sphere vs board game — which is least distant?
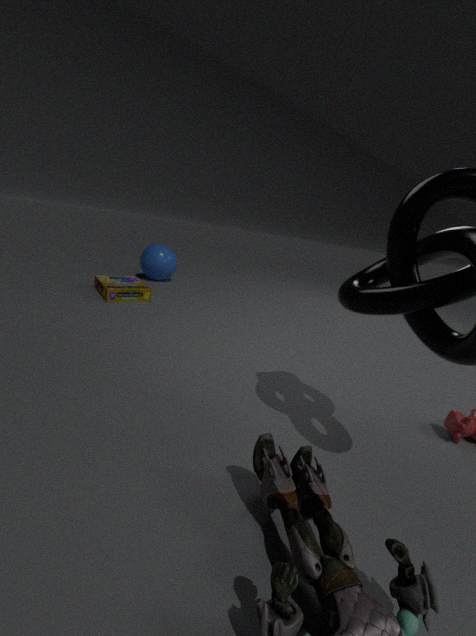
board game
